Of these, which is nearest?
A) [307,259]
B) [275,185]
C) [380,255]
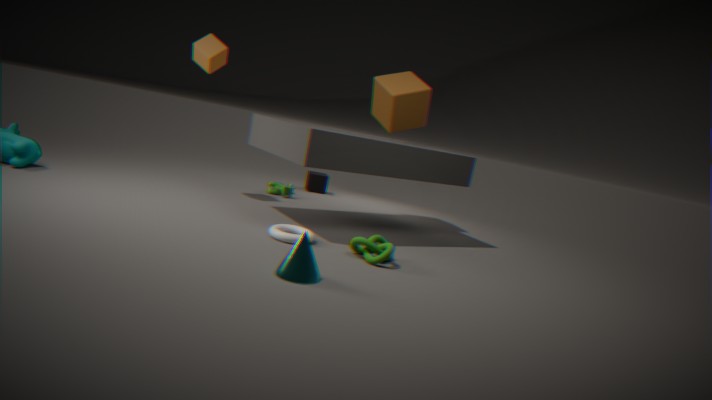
[307,259]
